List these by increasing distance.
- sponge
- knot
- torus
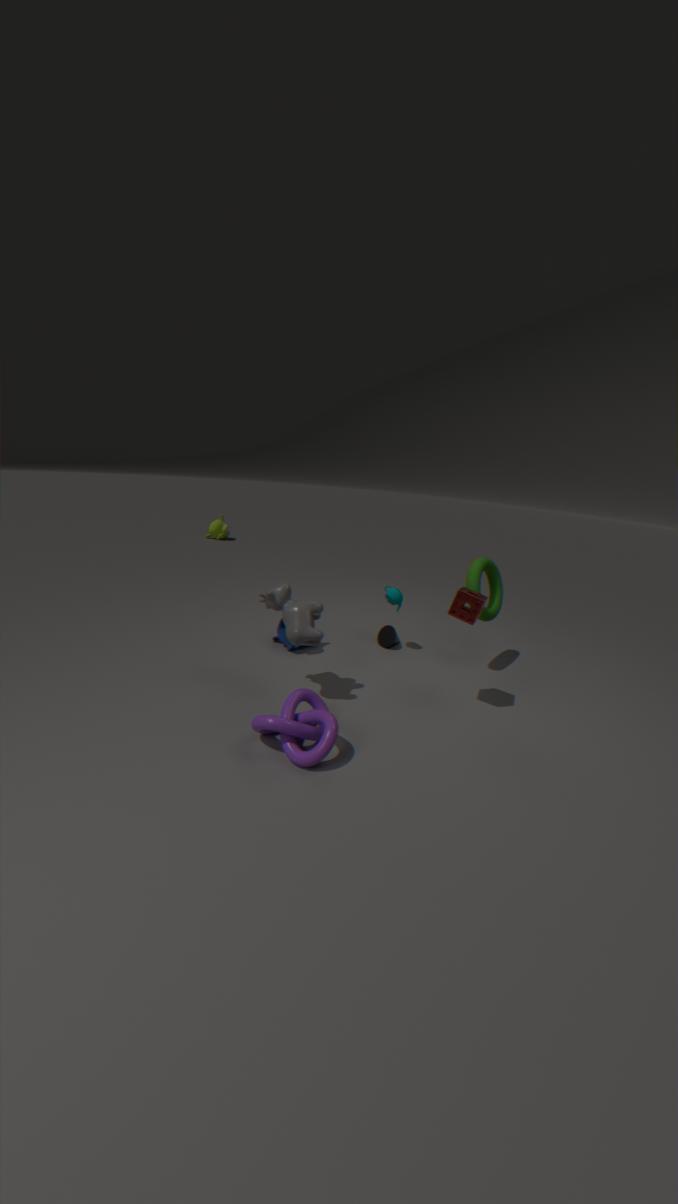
knot → sponge → torus
